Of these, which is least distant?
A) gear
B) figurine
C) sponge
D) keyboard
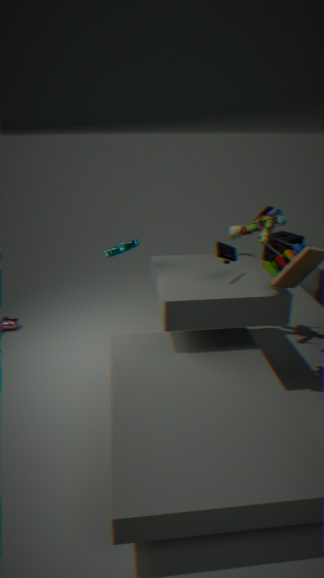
keyboard
